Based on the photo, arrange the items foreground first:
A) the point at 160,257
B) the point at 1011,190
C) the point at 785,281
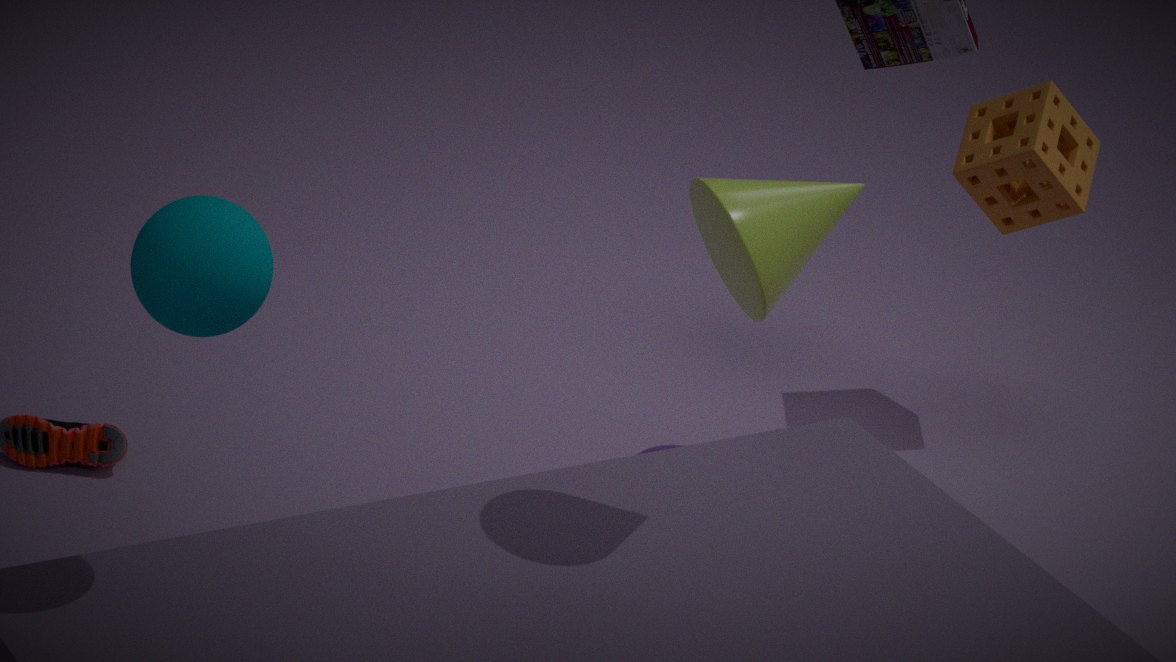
1. the point at 160,257
2. the point at 785,281
3. the point at 1011,190
